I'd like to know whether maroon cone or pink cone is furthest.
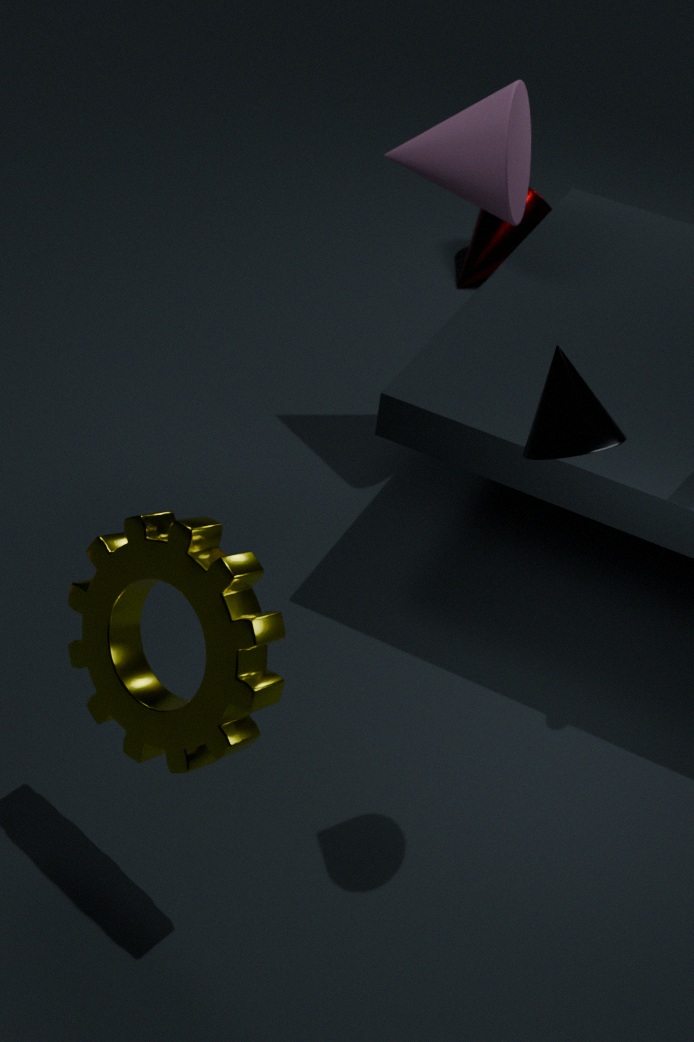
maroon cone
